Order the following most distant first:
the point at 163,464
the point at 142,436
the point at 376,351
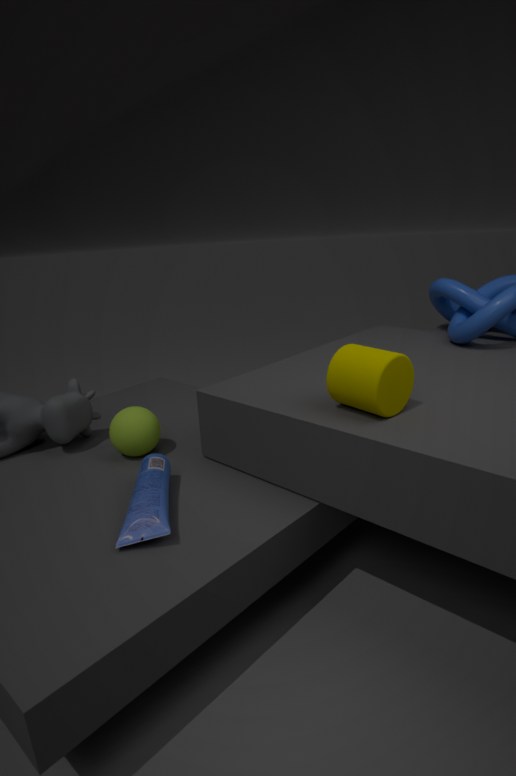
the point at 142,436 < the point at 163,464 < the point at 376,351
